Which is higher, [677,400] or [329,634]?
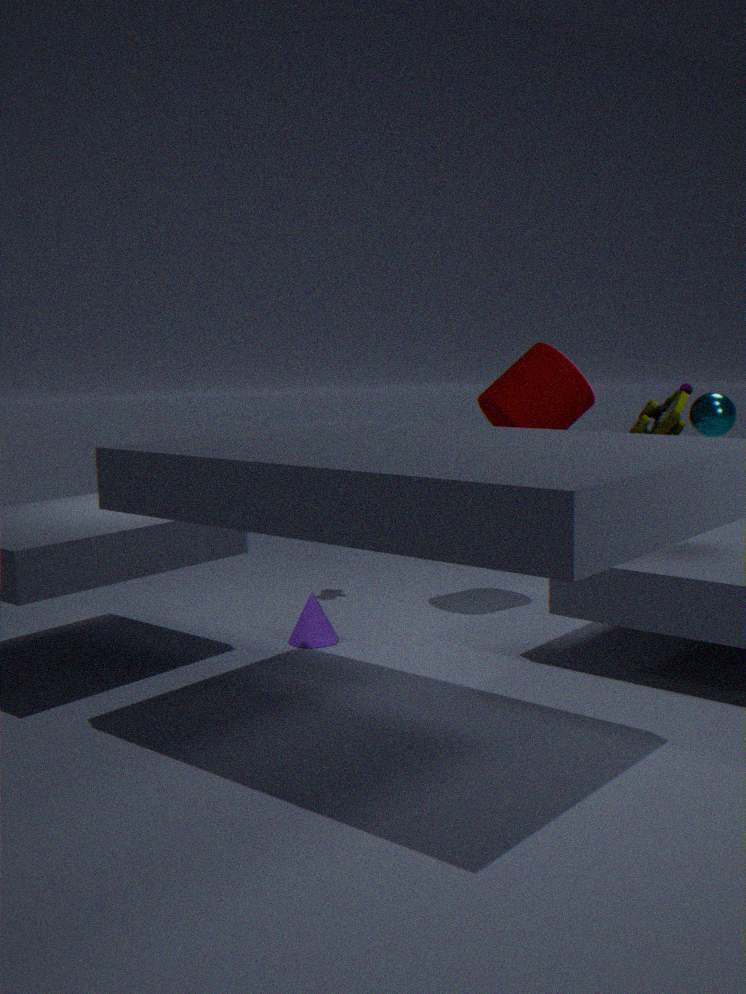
[677,400]
